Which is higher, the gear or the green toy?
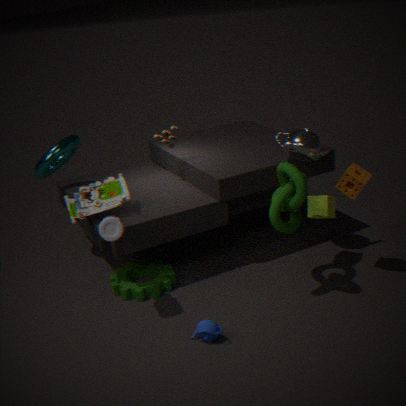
the green toy
